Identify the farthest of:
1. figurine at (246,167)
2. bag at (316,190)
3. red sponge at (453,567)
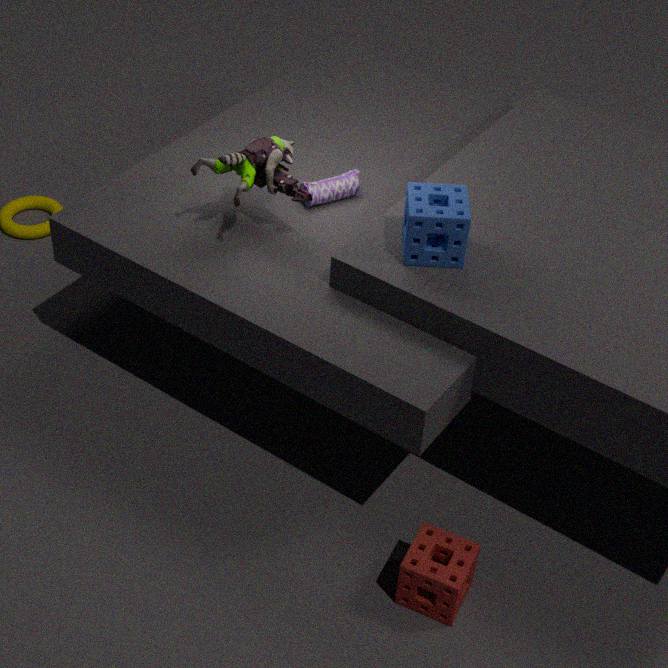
bag at (316,190)
